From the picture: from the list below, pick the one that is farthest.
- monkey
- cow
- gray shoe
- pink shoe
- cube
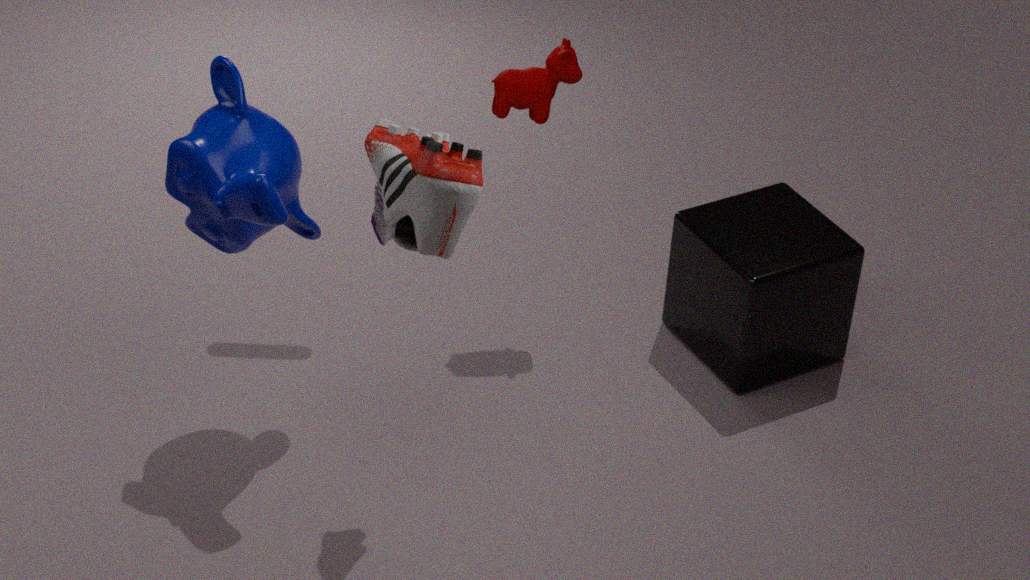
cow
